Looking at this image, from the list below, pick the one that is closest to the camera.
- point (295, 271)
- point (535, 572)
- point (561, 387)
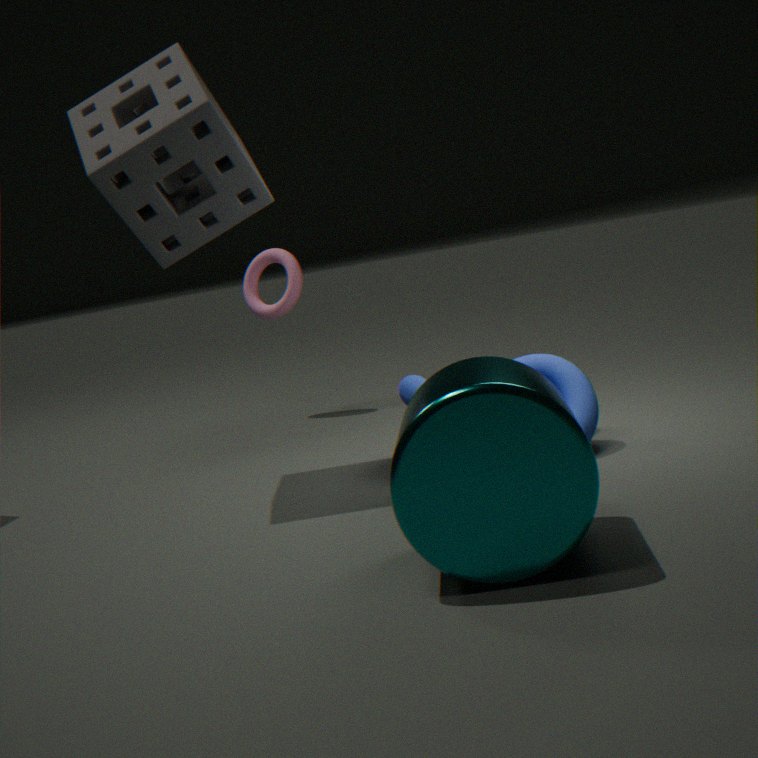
point (535, 572)
